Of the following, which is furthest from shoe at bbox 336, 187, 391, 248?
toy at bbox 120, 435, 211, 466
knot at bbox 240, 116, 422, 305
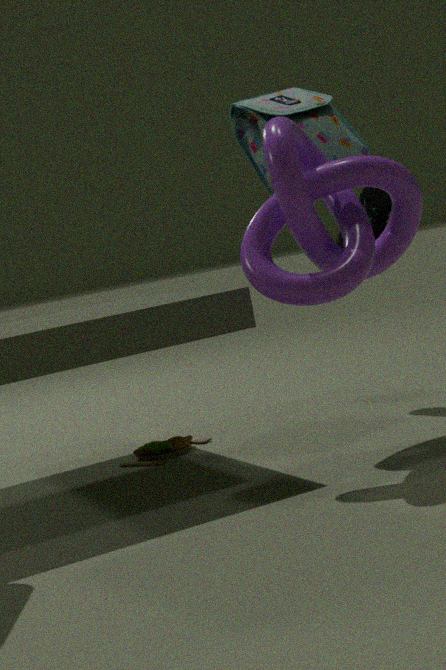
toy at bbox 120, 435, 211, 466
